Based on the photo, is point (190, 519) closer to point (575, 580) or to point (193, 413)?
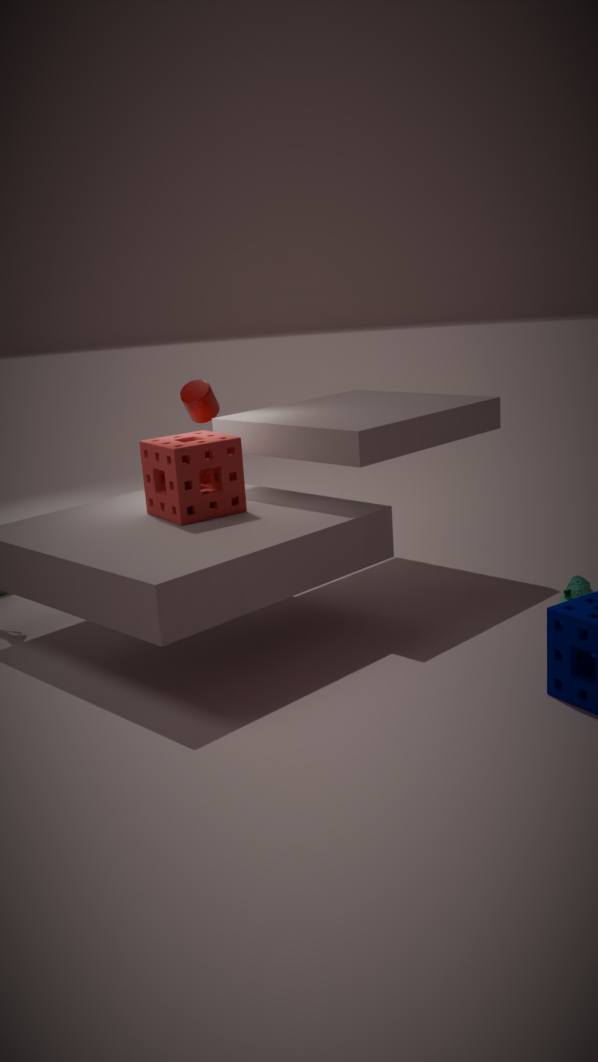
point (193, 413)
